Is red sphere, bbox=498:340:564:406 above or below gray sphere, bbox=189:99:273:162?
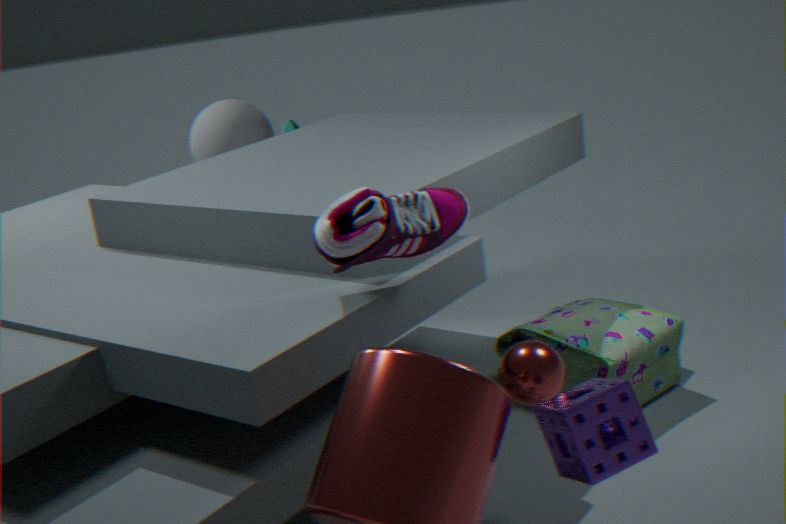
below
